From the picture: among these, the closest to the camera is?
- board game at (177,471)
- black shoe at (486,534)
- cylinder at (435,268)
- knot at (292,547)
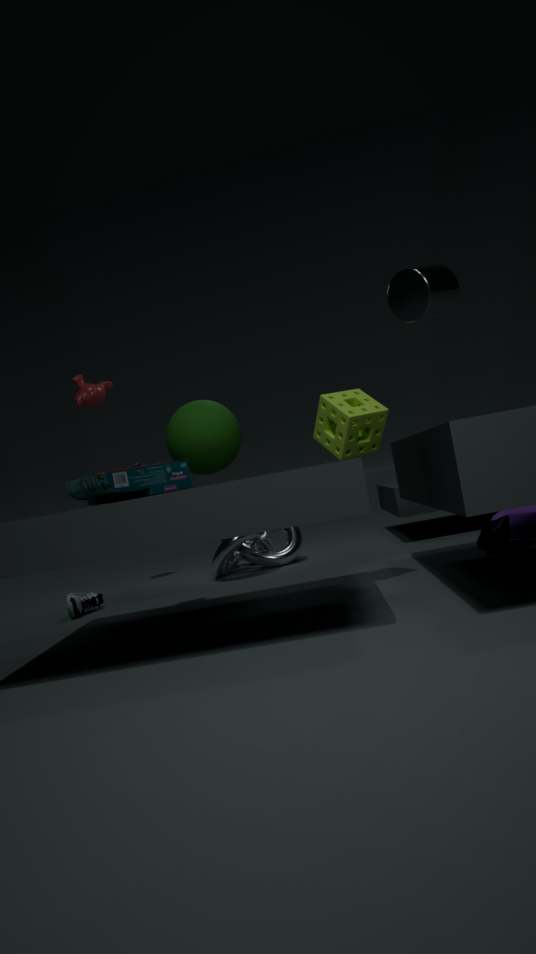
board game at (177,471)
